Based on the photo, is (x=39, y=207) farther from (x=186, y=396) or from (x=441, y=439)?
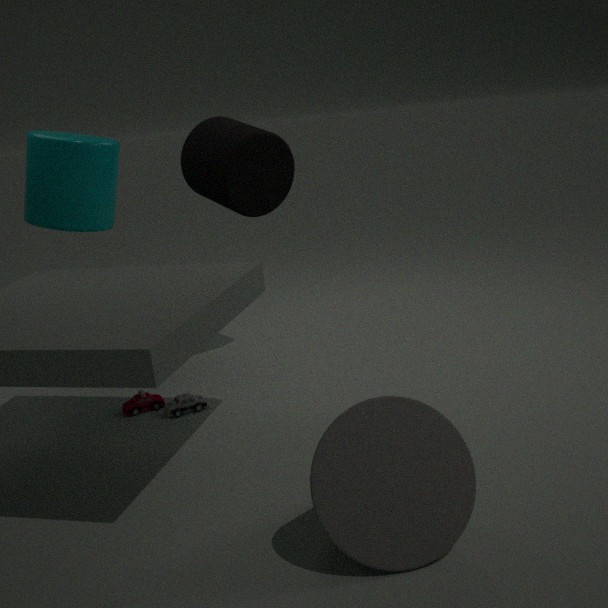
(x=441, y=439)
